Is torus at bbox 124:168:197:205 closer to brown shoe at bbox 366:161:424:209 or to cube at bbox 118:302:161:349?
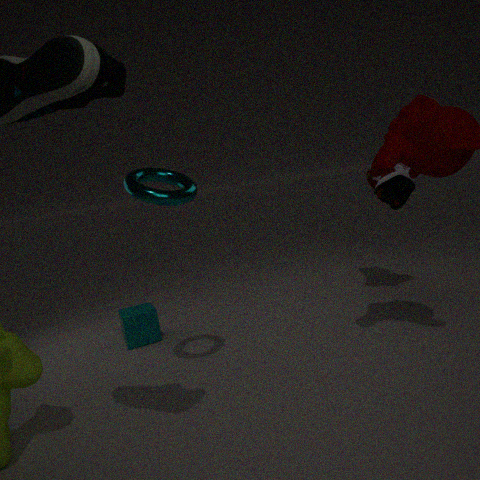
cube at bbox 118:302:161:349
